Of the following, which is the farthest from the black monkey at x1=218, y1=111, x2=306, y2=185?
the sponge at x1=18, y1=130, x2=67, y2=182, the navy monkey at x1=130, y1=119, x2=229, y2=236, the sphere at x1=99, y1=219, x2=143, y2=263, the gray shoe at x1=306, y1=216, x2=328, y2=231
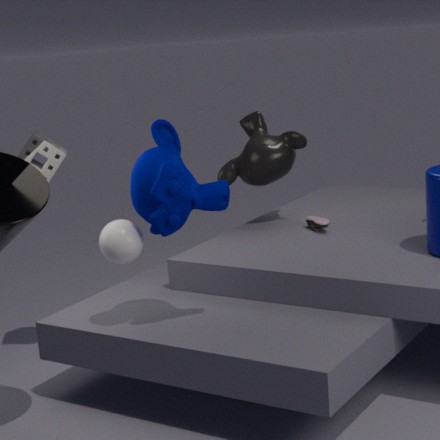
the sphere at x1=99, y1=219, x2=143, y2=263
